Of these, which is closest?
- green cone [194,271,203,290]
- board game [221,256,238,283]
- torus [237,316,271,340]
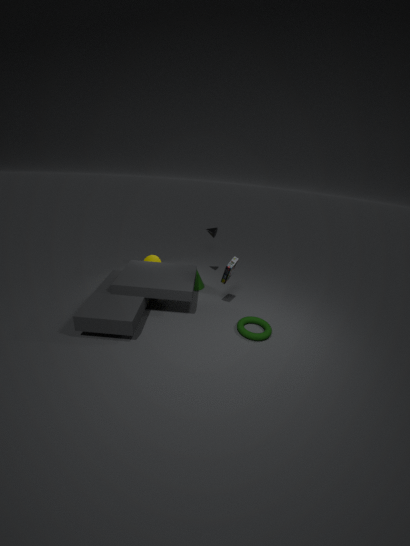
torus [237,316,271,340]
